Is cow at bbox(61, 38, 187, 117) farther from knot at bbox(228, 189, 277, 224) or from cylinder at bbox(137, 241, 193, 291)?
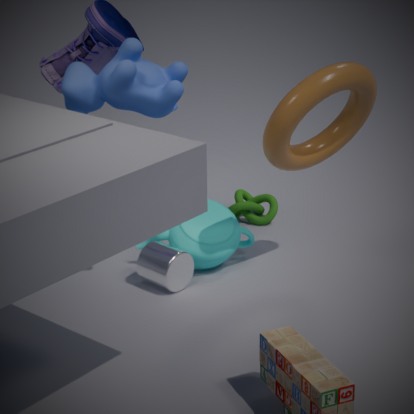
knot at bbox(228, 189, 277, 224)
